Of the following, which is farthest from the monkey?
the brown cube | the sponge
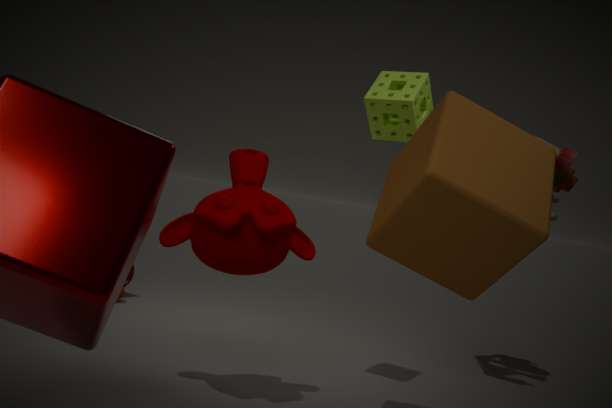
the sponge
